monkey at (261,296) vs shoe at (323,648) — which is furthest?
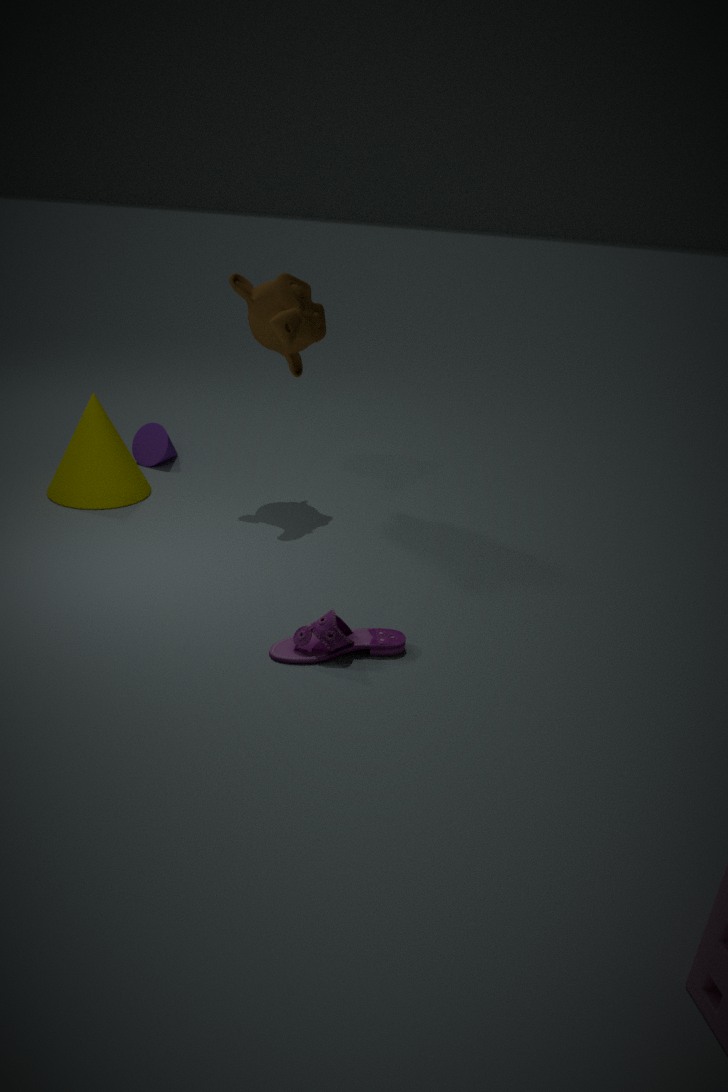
monkey at (261,296)
